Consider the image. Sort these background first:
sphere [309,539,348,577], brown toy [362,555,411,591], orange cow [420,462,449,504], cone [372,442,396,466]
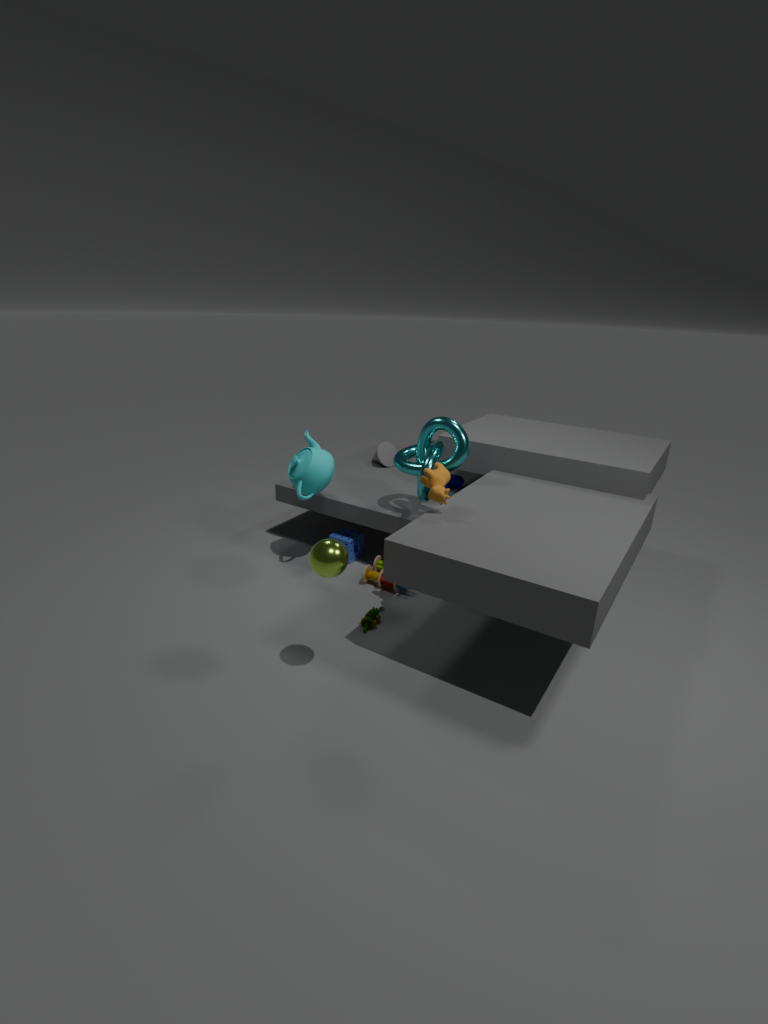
cone [372,442,396,466]
brown toy [362,555,411,591]
orange cow [420,462,449,504]
sphere [309,539,348,577]
